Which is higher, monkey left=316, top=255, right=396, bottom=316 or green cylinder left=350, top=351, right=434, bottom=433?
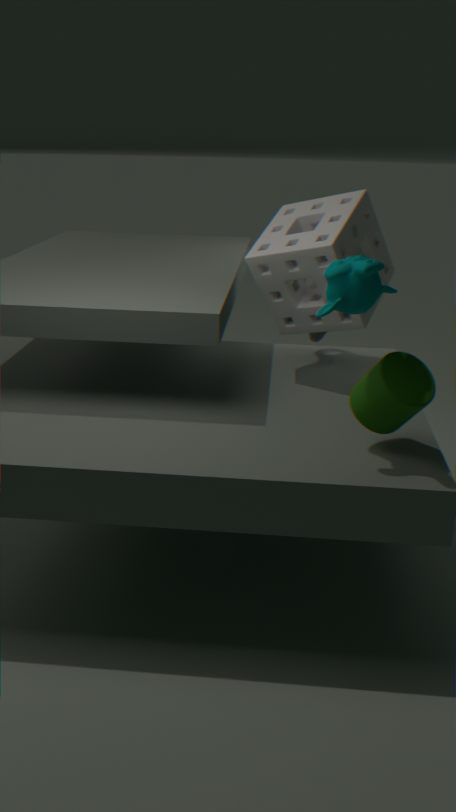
monkey left=316, top=255, right=396, bottom=316
